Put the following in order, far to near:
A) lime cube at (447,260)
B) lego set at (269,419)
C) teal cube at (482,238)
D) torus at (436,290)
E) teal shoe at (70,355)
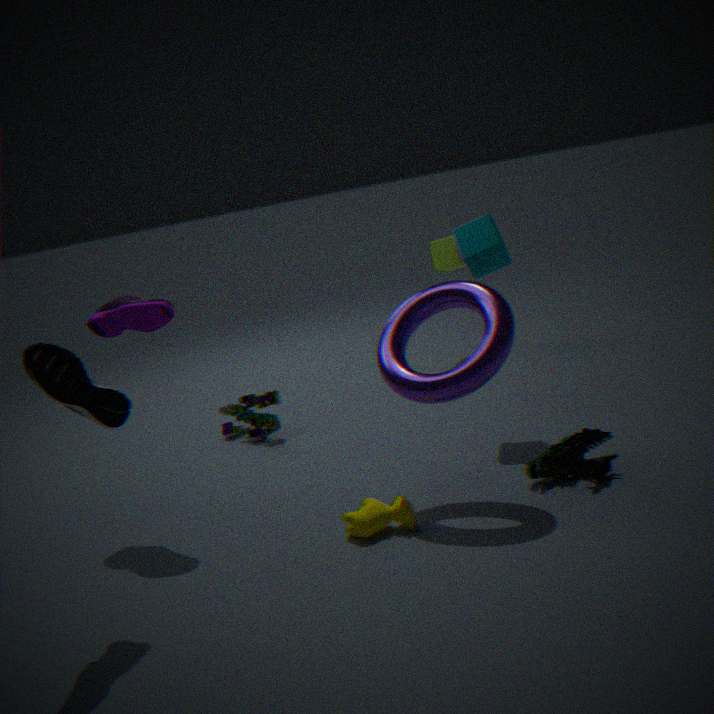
lime cube at (447,260)
lego set at (269,419)
teal cube at (482,238)
torus at (436,290)
teal shoe at (70,355)
